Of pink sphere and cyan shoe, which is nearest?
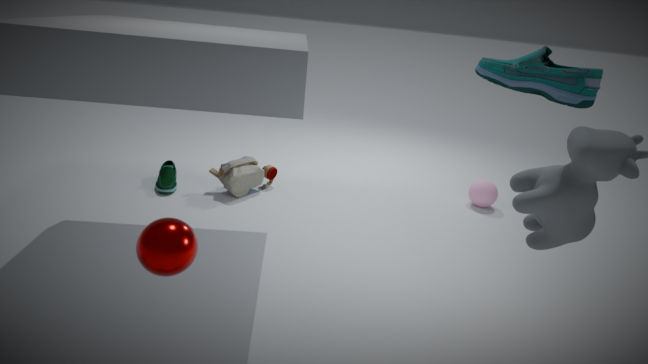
cyan shoe
